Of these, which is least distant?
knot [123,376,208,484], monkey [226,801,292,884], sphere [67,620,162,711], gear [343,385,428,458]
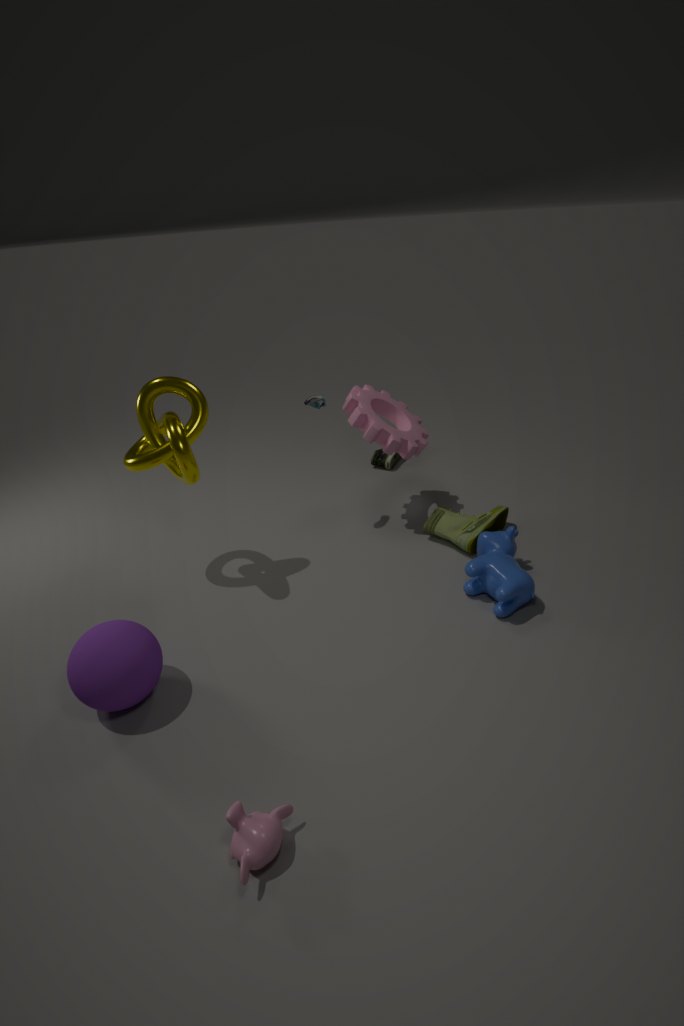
monkey [226,801,292,884]
